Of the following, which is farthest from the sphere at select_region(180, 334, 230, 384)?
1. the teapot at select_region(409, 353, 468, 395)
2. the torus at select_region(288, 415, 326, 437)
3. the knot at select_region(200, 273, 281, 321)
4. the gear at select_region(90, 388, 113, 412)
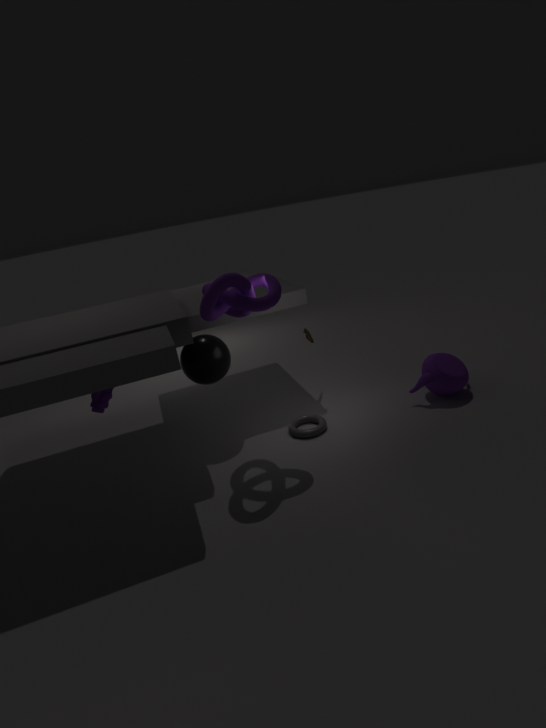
the teapot at select_region(409, 353, 468, 395)
